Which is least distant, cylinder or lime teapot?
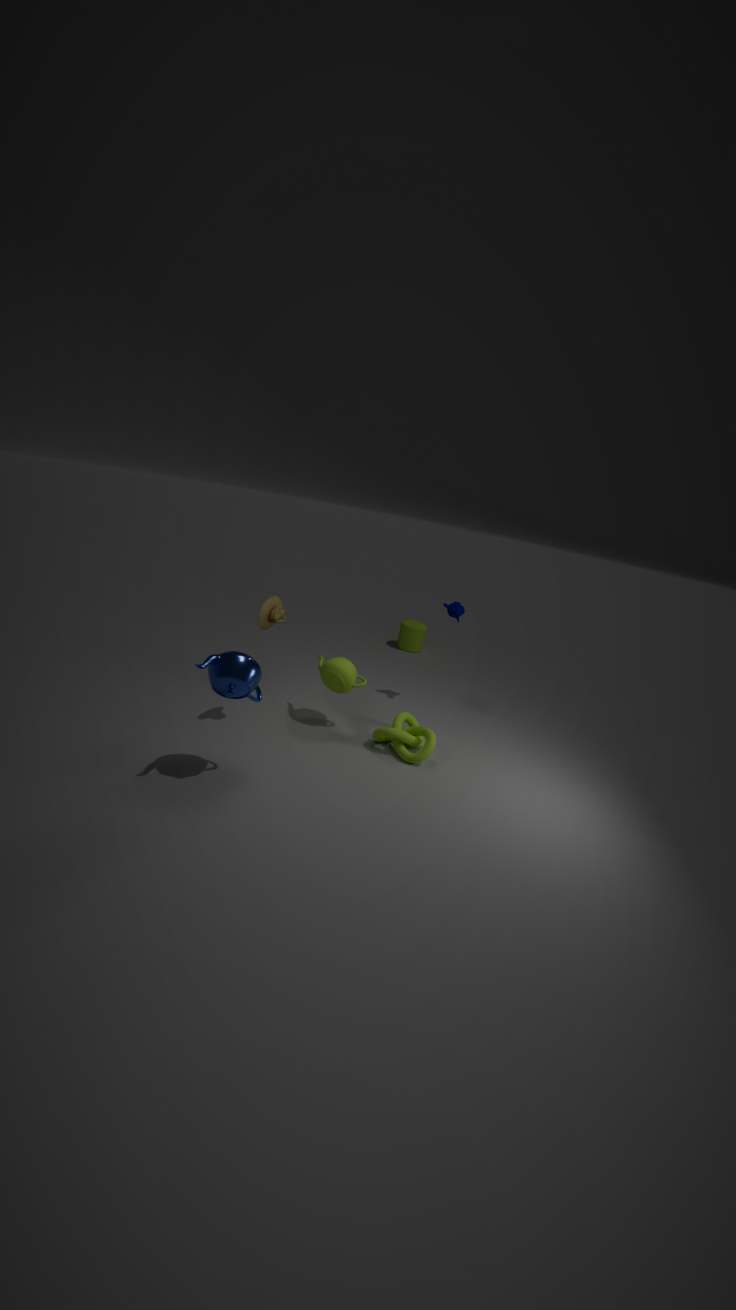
lime teapot
